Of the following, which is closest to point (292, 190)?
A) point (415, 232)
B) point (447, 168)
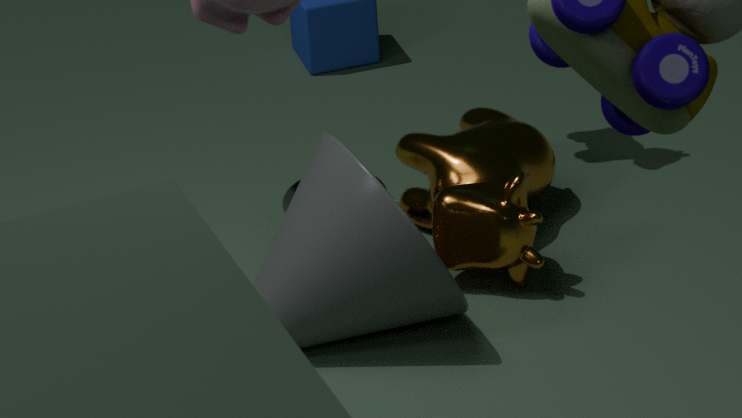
point (415, 232)
